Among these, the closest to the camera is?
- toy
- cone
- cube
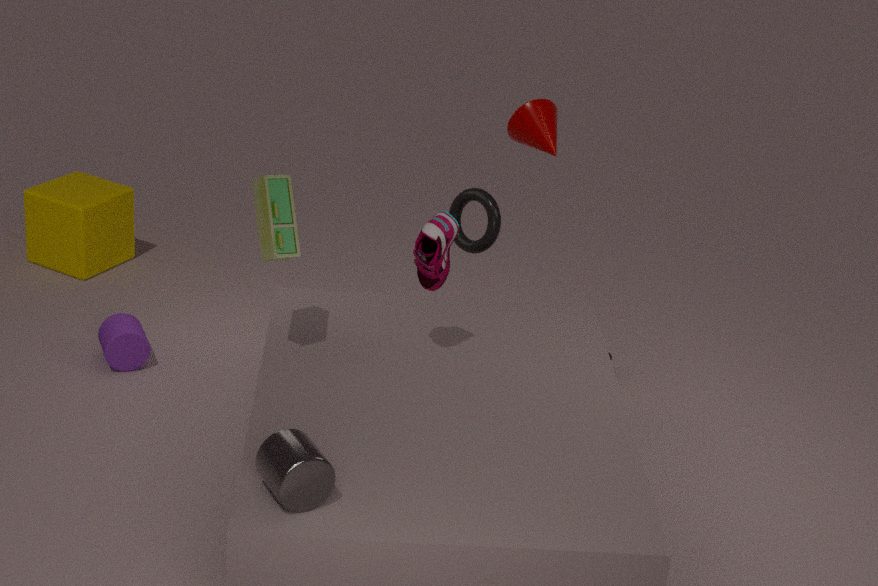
toy
